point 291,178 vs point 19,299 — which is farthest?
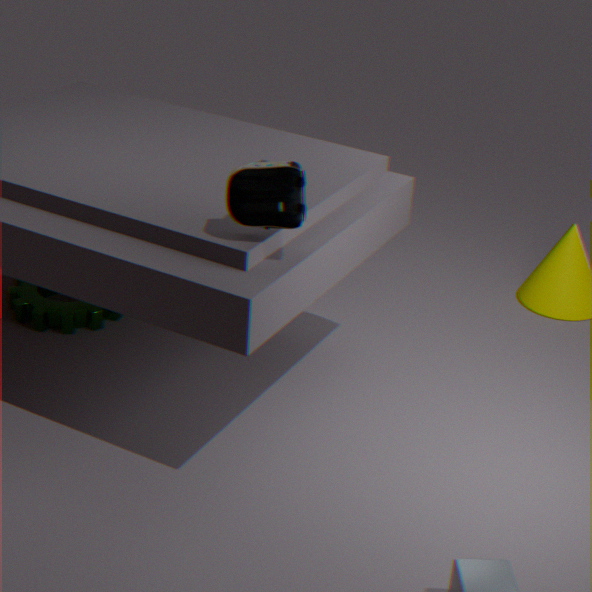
point 19,299
